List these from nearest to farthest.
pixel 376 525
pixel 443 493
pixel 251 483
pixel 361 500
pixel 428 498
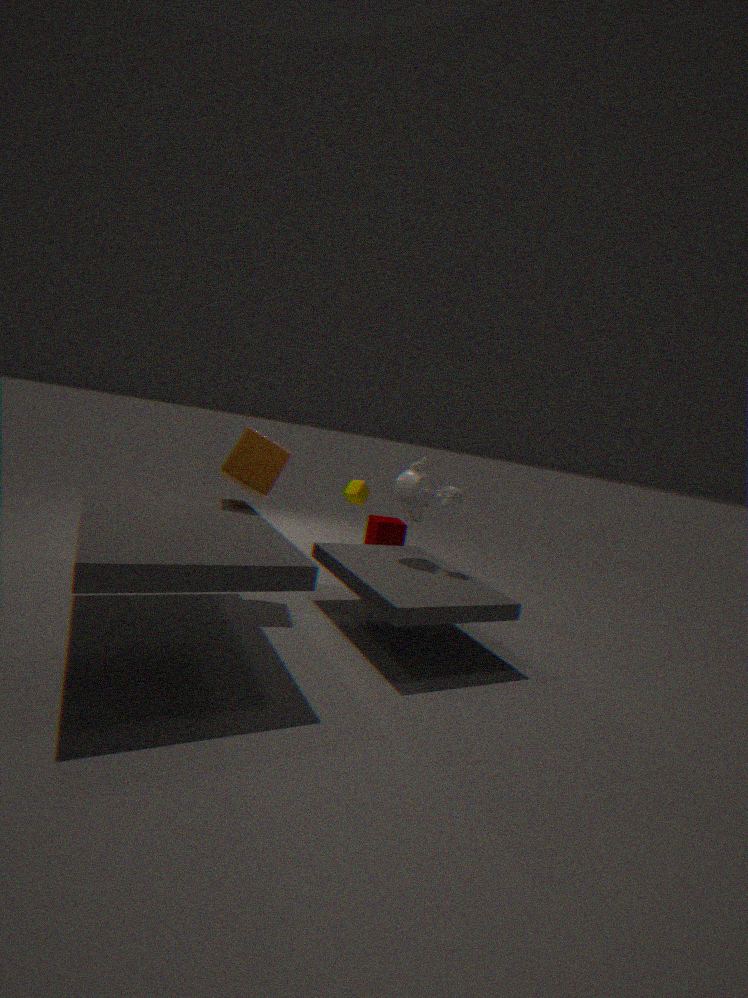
1. pixel 251 483
2. pixel 443 493
3. pixel 428 498
4. pixel 361 500
5. pixel 376 525
